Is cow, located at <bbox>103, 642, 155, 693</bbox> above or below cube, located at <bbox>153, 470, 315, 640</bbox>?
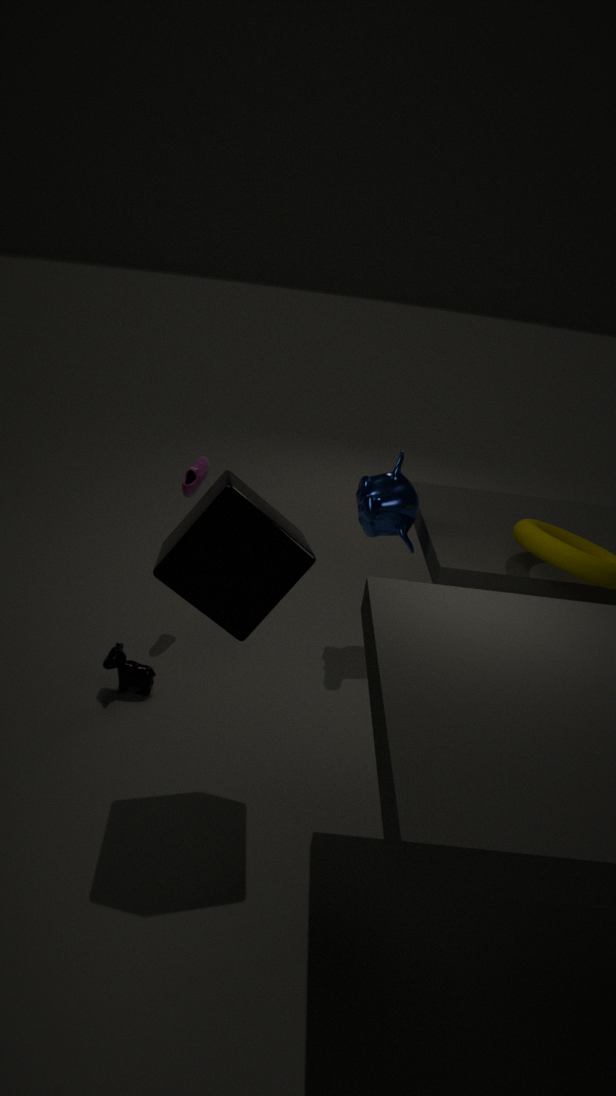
below
